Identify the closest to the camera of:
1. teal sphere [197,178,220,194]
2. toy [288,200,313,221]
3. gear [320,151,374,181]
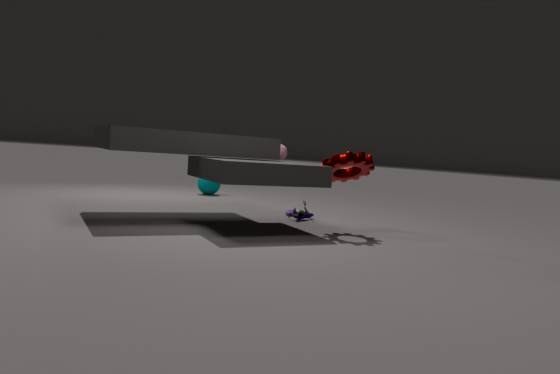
gear [320,151,374,181]
